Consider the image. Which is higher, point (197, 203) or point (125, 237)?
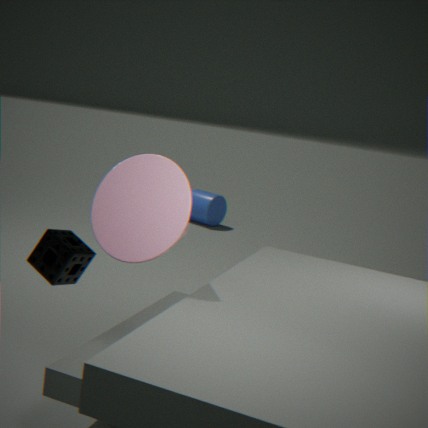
point (125, 237)
